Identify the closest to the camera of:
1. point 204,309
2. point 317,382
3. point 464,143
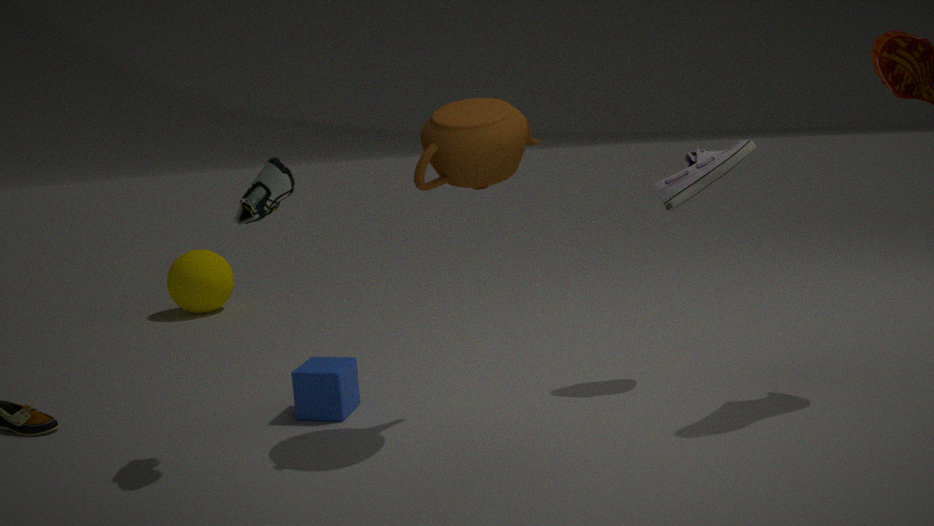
point 464,143
